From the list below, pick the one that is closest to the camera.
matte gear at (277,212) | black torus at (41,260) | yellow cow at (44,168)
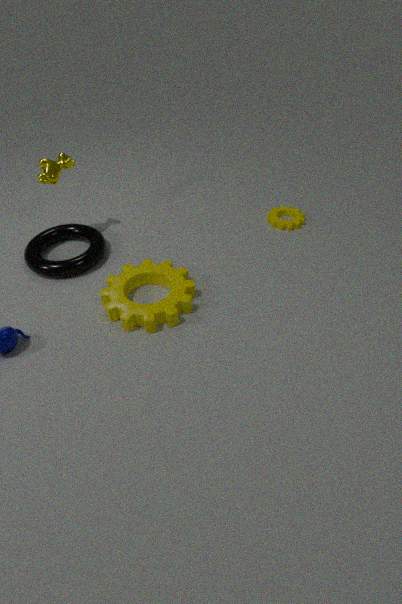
black torus at (41,260)
